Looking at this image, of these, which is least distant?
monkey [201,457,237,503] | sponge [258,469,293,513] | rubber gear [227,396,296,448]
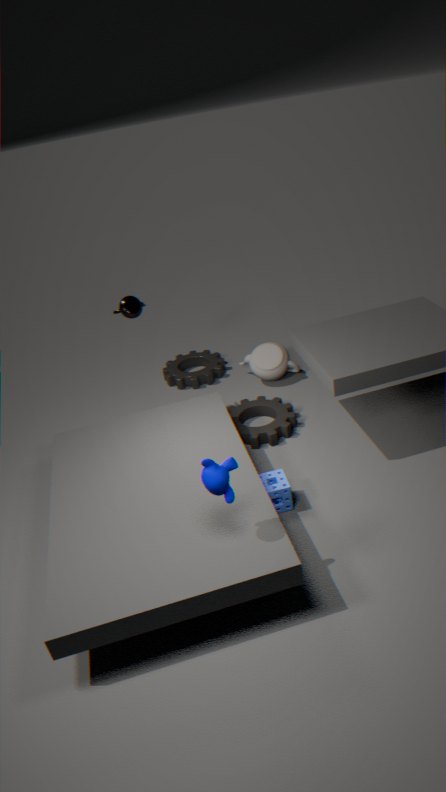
monkey [201,457,237,503]
